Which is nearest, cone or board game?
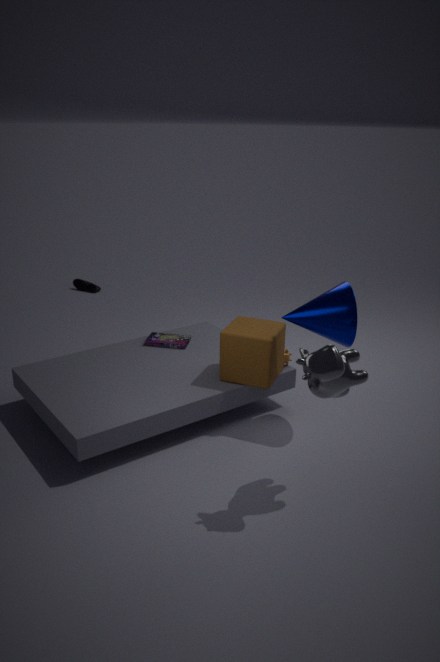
cone
